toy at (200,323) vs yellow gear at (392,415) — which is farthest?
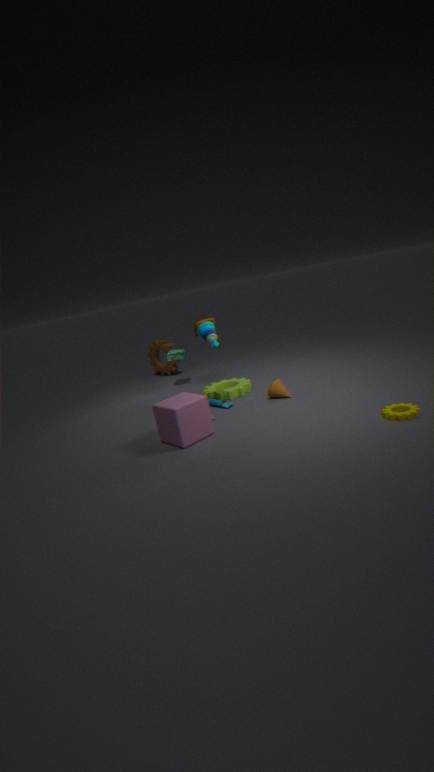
toy at (200,323)
